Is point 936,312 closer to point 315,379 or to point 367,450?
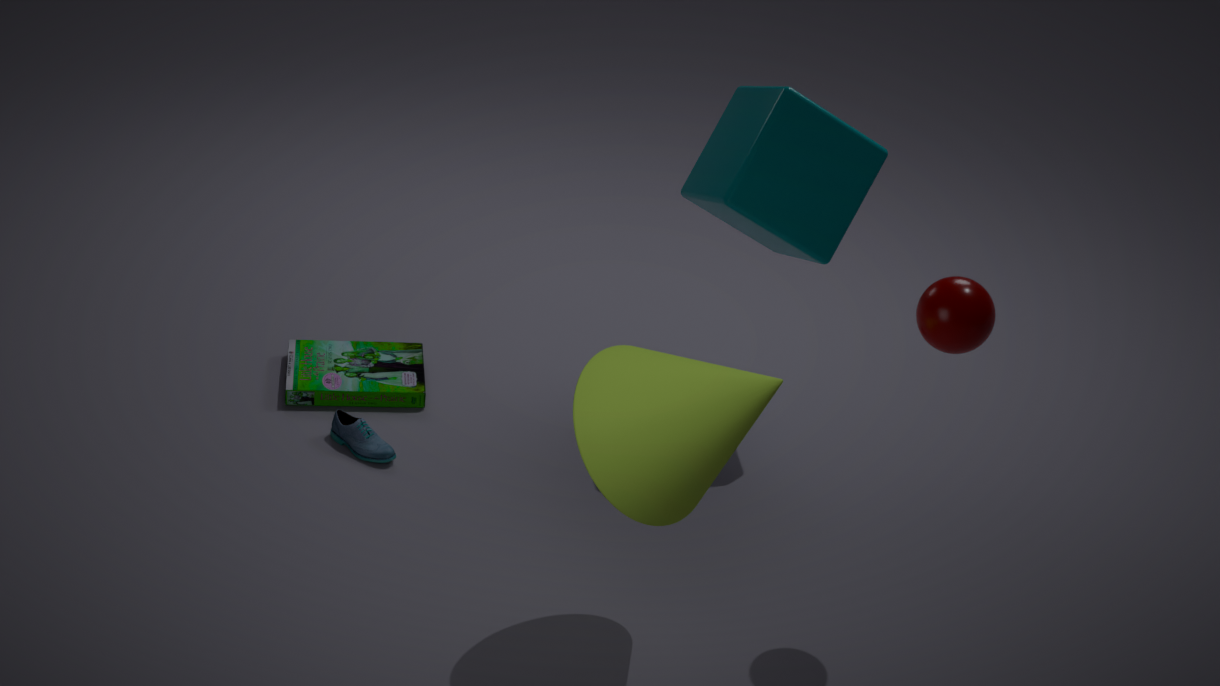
point 367,450
